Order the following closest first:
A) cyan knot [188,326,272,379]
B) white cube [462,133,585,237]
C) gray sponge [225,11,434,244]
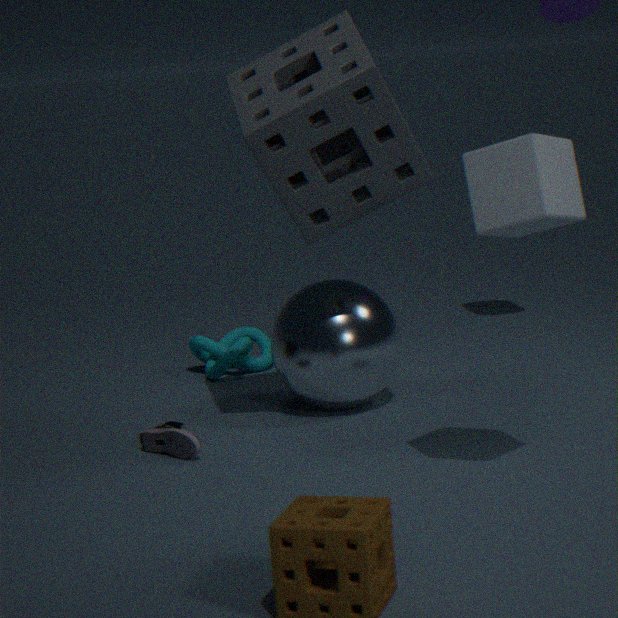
white cube [462,133,585,237] < gray sponge [225,11,434,244] < cyan knot [188,326,272,379]
